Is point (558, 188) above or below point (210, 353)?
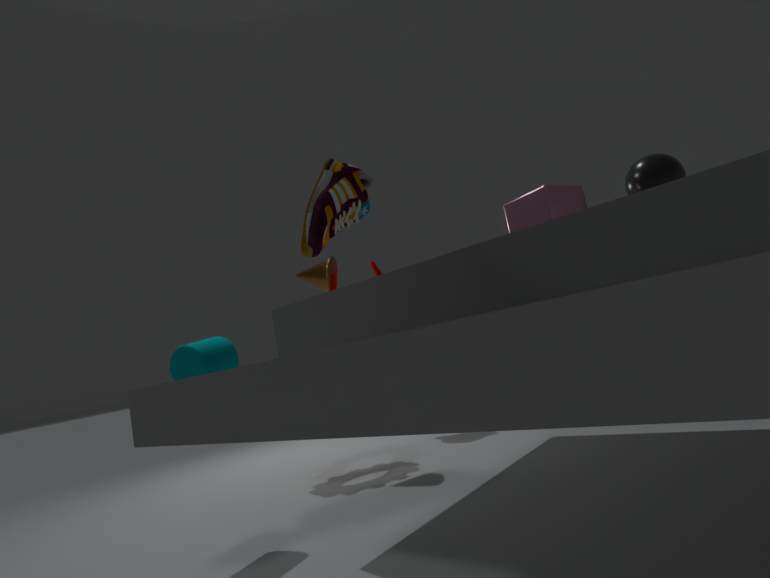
above
